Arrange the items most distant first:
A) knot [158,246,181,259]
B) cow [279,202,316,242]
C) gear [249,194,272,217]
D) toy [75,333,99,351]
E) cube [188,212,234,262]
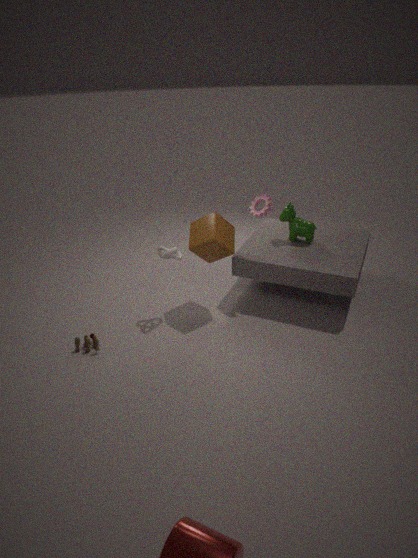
cow [279,202,316,242]
gear [249,194,272,217]
cube [188,212,234,262]
knot [158,246,181,259]
toy [75,333,99,351]
